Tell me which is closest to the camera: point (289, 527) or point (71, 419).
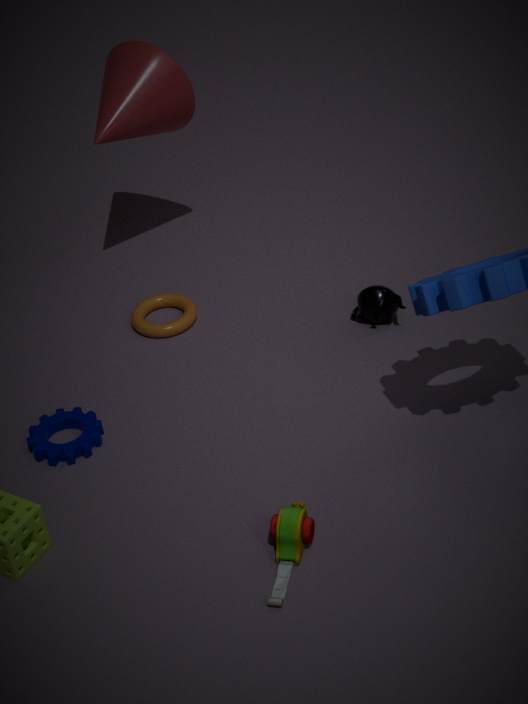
point (289, 527)
